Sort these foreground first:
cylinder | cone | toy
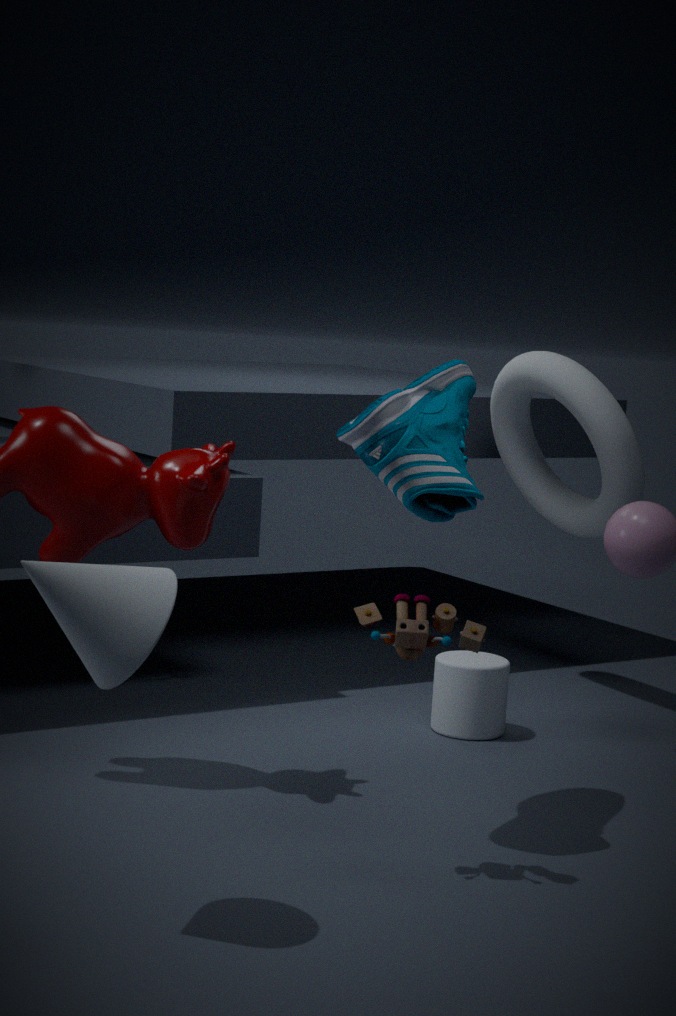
1. cone
2. toy
3. cylinder
